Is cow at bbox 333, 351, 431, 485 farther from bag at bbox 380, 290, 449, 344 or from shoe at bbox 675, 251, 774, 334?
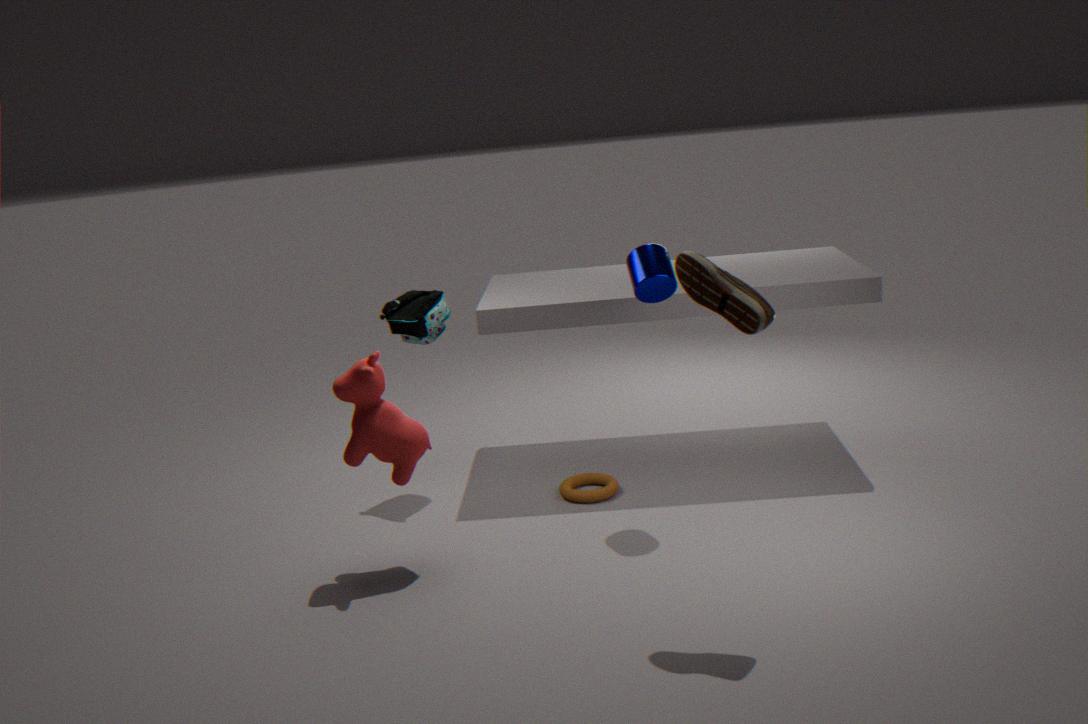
shoe at bbox 675, 251, 774, 334
